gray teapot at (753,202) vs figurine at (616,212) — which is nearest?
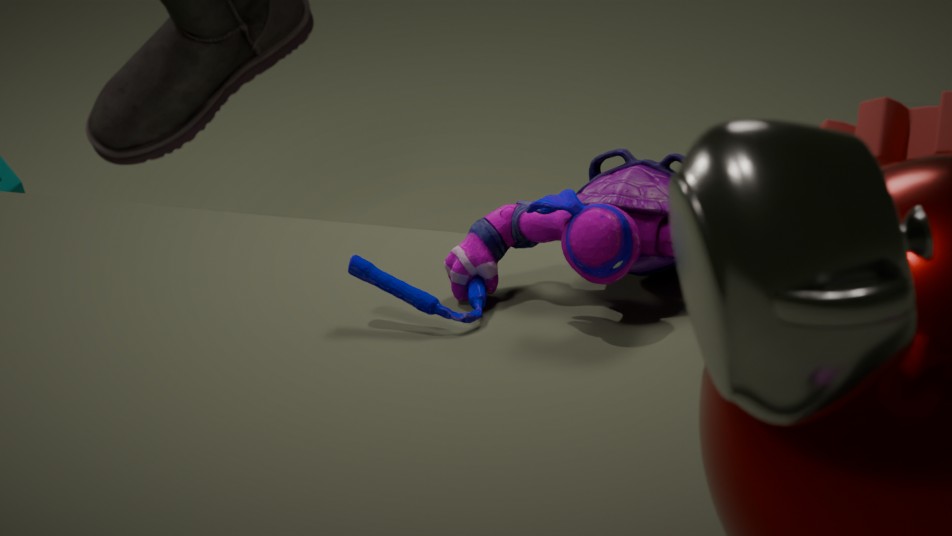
gray teapot at (753,202)
